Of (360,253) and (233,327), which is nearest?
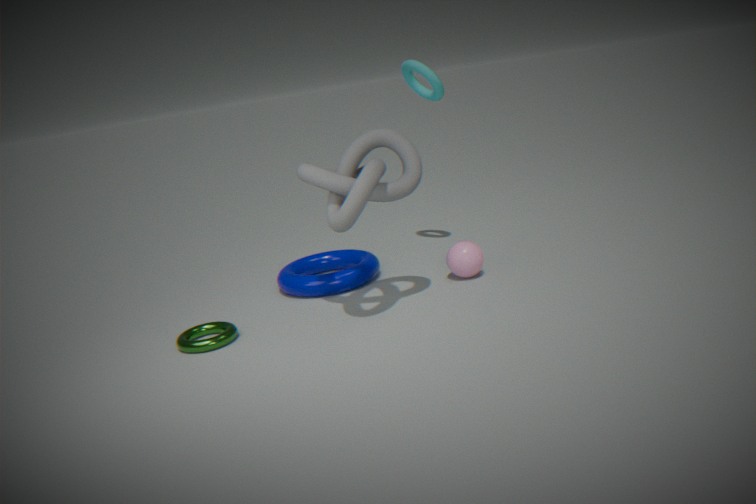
(233,327)
